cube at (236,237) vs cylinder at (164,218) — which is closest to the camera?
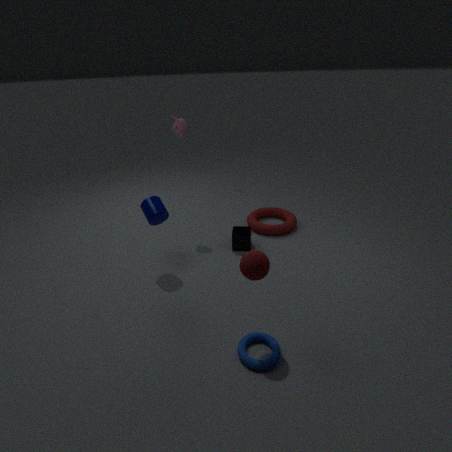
cylinder at (164,218)
